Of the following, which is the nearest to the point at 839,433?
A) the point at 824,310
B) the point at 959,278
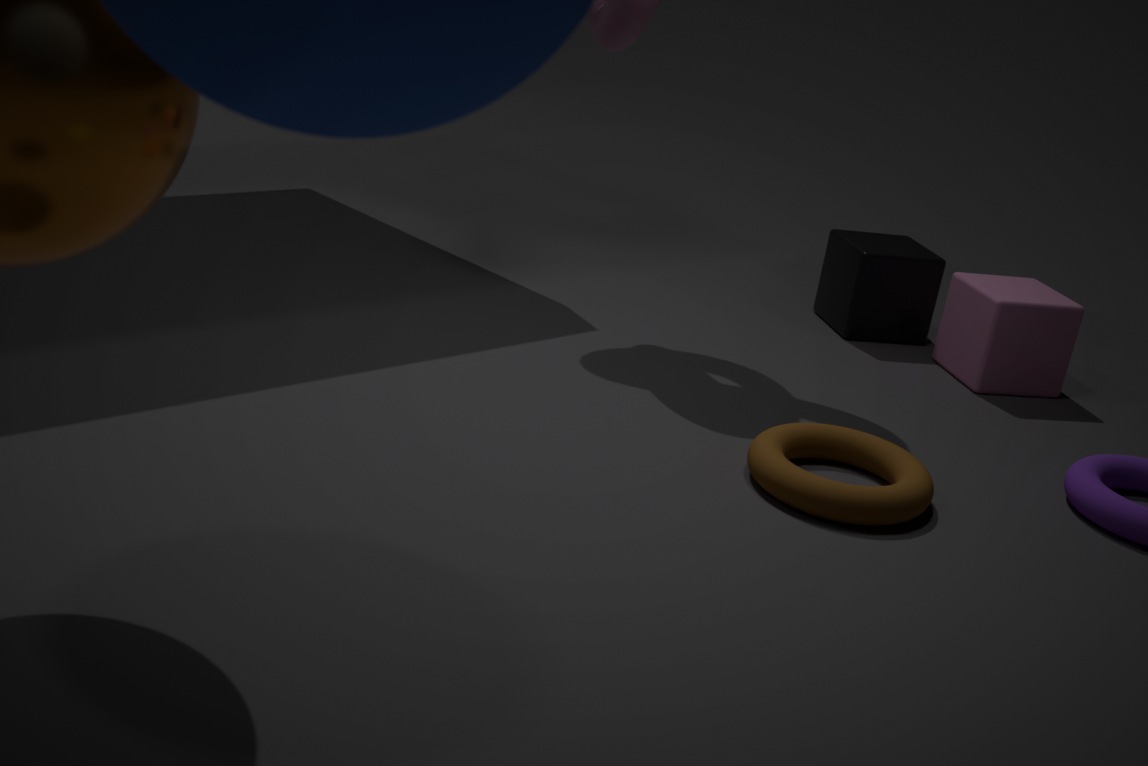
the point at 959,278
